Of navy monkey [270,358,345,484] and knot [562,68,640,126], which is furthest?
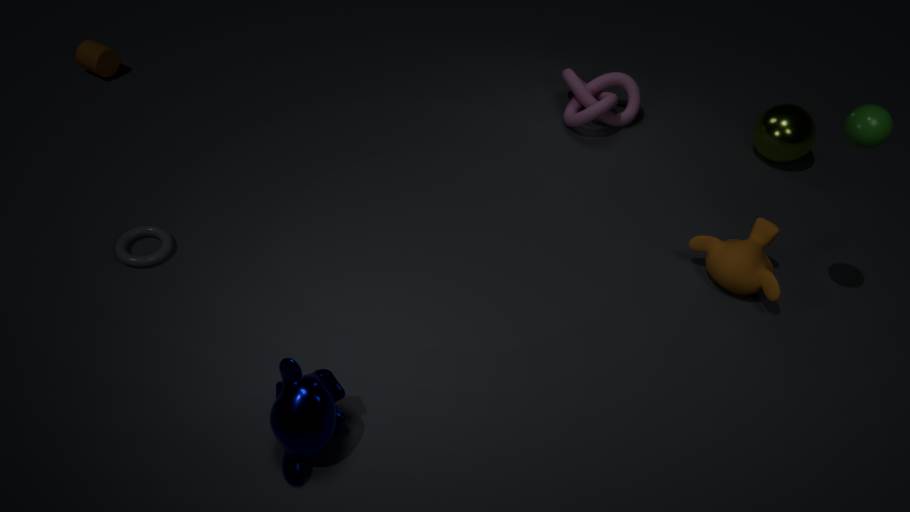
knot [562,68,640,126]
